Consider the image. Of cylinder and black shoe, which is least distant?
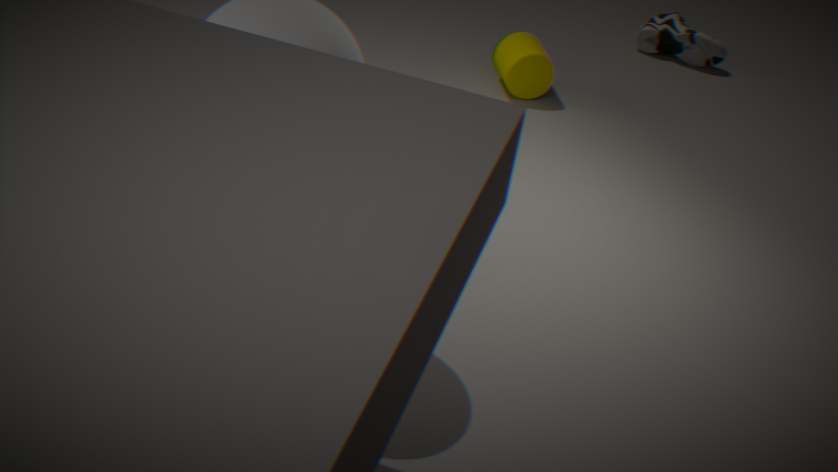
cylinder
